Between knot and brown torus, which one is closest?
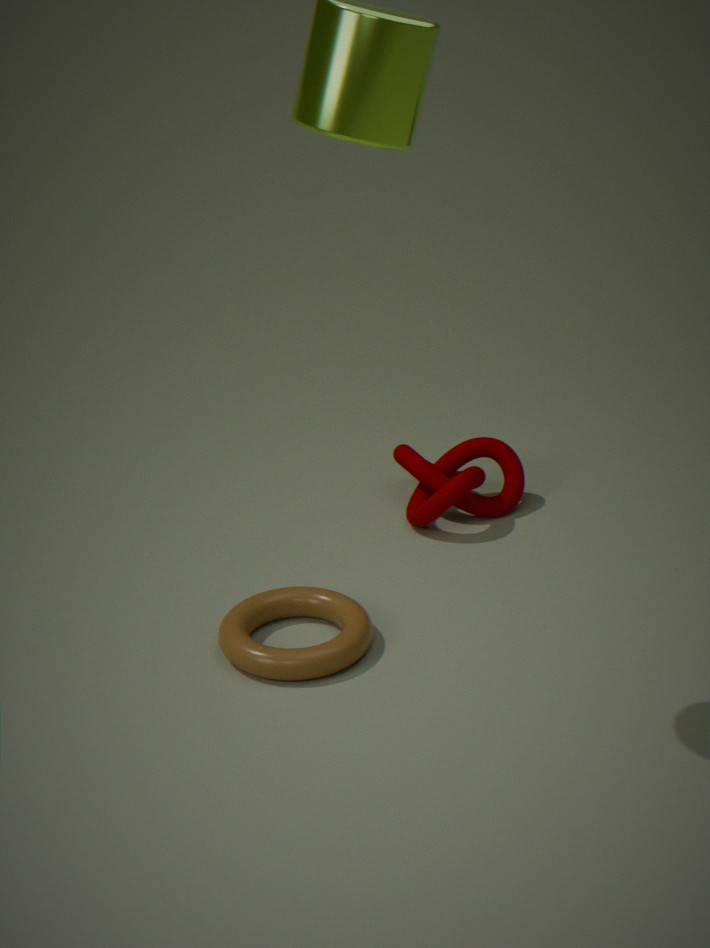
brown torus
